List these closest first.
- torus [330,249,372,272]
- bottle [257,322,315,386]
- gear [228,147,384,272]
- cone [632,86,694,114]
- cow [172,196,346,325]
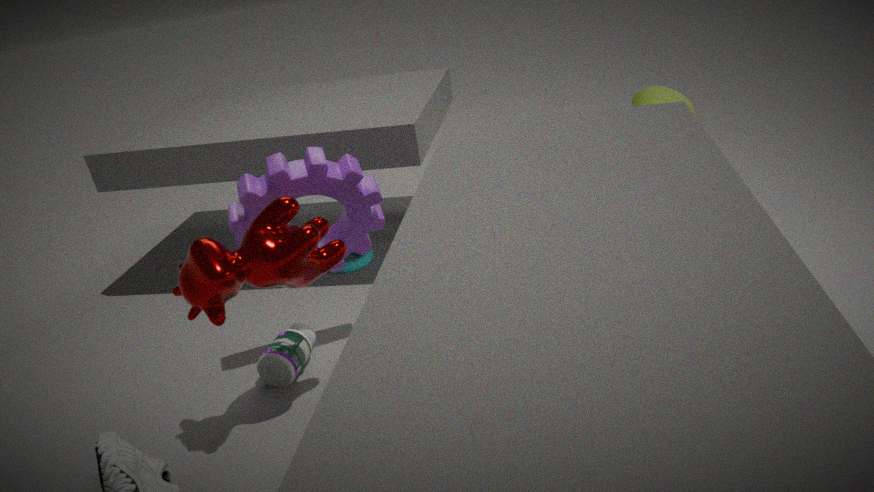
cow [172,196,346,325] < gear [228,147,384,272] < bottle [257,322,315,386] < torus [330,249,372,272] < cone [632,86,694,114]
